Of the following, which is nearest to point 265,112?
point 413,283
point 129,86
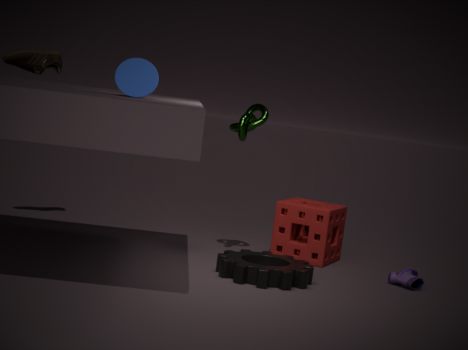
point 129,86
